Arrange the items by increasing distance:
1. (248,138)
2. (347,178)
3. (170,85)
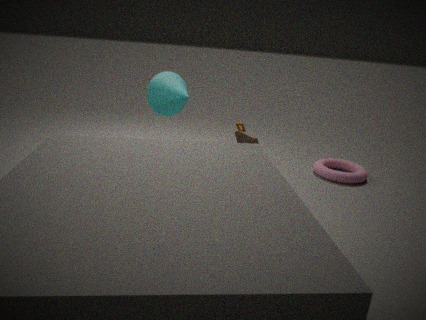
(248,138), (170,85), (347,178)
